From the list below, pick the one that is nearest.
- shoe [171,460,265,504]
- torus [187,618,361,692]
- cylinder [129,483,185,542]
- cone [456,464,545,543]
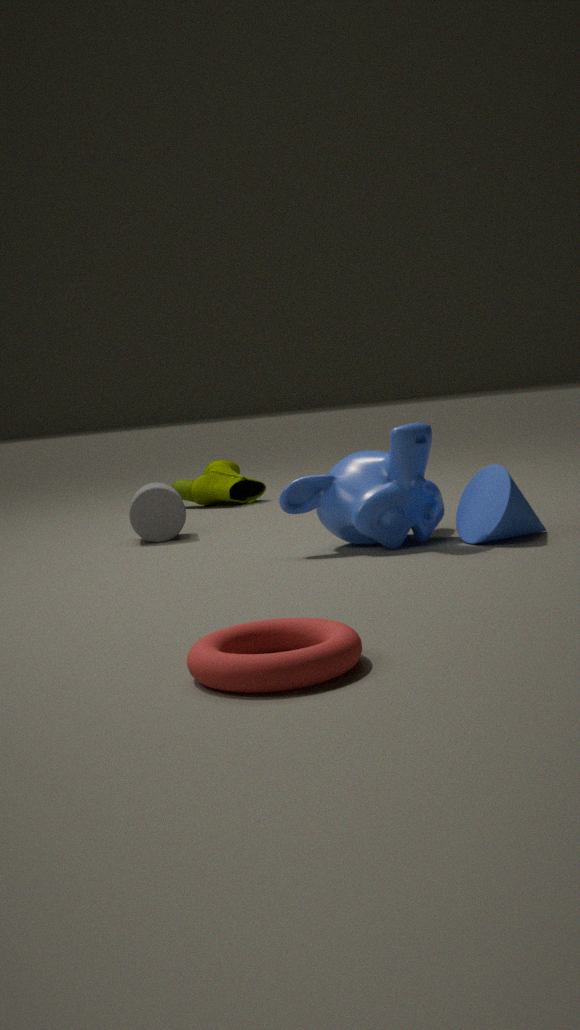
torus [187,618,361,692]
